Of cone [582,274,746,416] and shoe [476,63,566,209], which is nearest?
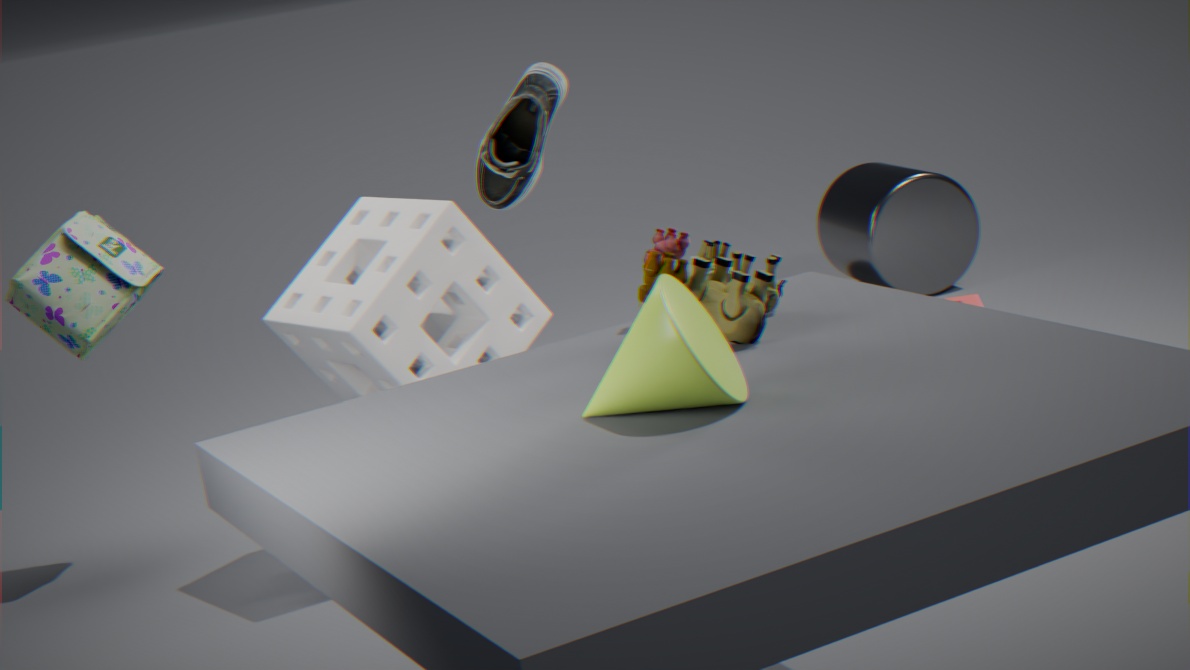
cone [582,274,746,416]
